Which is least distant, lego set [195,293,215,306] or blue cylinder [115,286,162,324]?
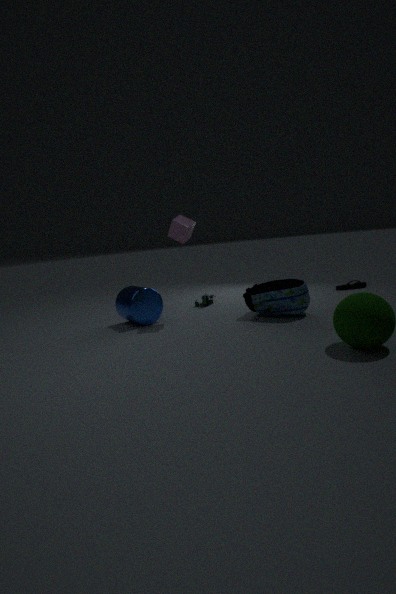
blue cylinder [115,286,162,324]
